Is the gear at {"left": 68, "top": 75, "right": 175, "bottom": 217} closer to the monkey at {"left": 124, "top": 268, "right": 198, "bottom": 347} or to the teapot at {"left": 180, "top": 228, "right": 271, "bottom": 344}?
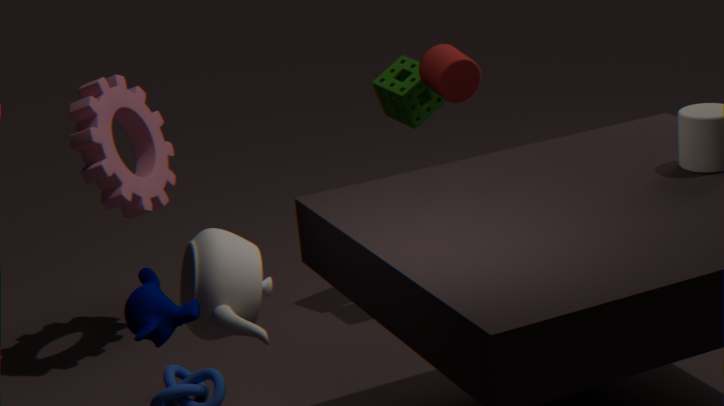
the teapot at {"left": 180, "top": 228, "right": 271, "bottom": 344}
